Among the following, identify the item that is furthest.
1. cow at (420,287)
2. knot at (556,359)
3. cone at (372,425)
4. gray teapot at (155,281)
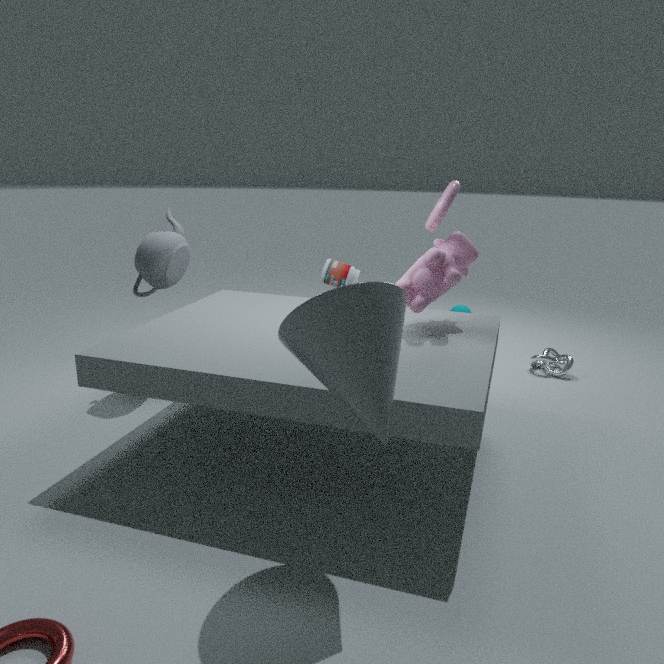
knot at (556,359)
